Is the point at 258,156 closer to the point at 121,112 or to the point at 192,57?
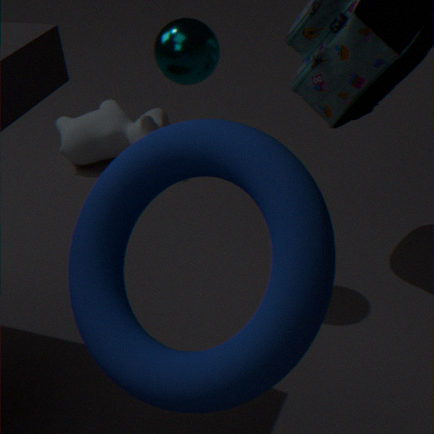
the point at 192,57
